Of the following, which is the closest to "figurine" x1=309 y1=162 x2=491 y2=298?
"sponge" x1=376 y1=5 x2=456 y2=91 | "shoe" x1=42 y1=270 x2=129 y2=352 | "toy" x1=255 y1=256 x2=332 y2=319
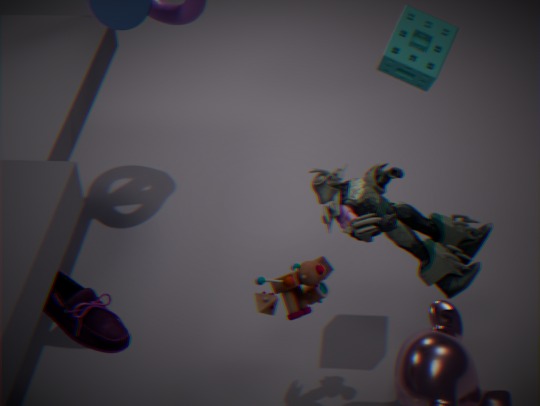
"toy" x1=255 y1=256 x2=332 y2=319
